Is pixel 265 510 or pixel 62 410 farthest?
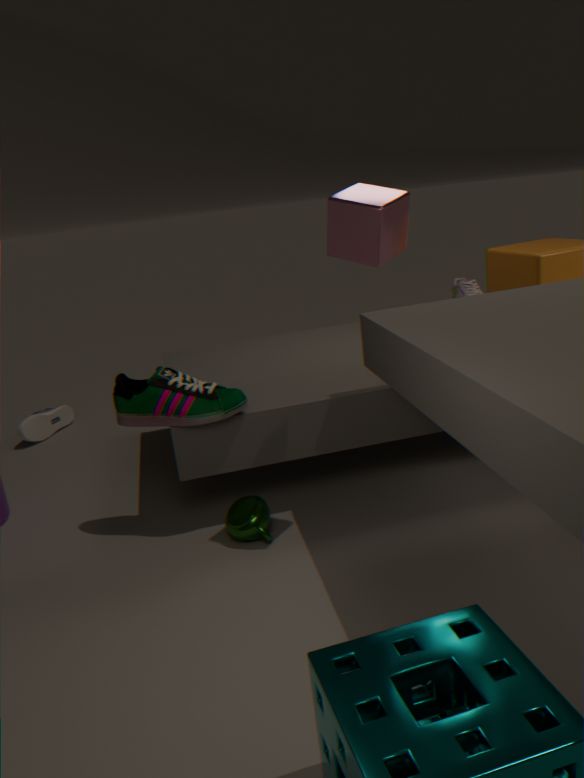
pixel 62 410
